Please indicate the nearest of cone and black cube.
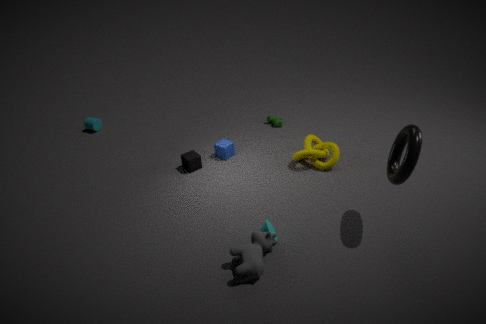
cone
